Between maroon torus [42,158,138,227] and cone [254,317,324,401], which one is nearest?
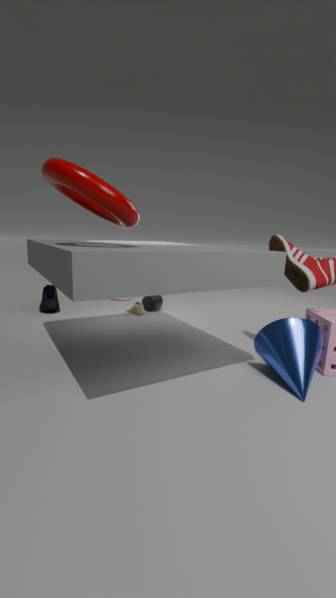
maroon torus [42,158,138,227]
